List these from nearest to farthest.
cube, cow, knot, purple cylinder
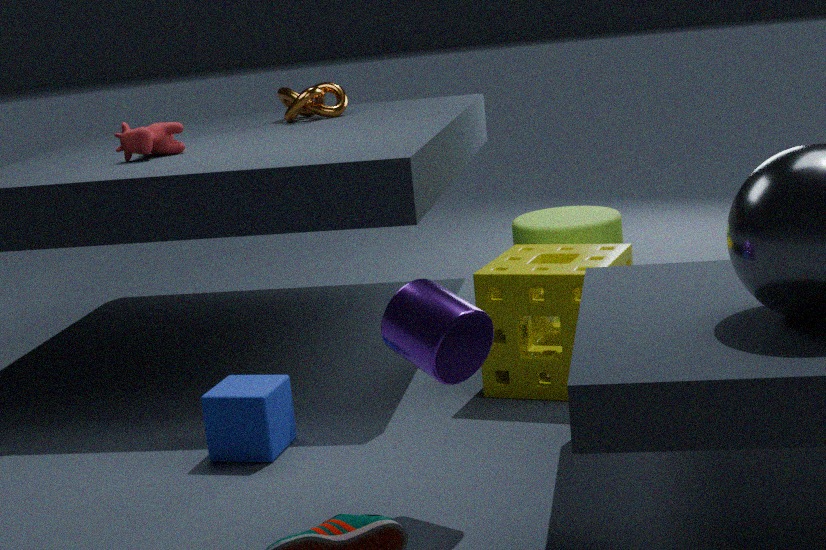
purple cylinder, cube, cow, knot
